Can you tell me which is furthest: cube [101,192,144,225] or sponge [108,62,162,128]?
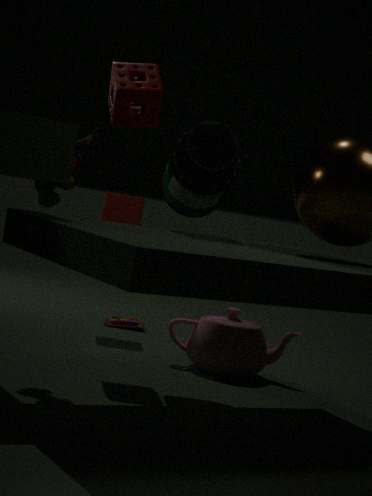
cube [101,192,144,225]
